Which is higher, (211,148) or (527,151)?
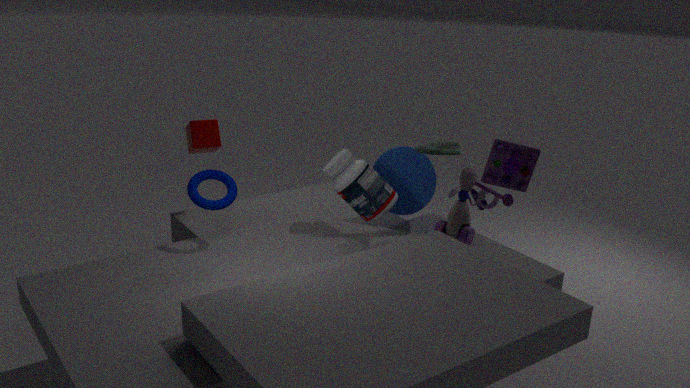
(527,151)
